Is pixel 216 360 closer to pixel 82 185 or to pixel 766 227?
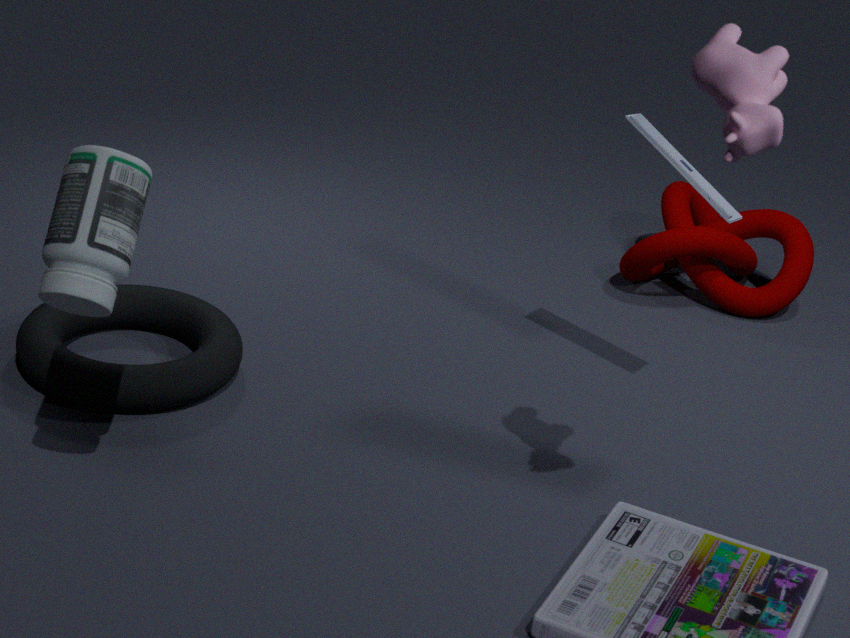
pixel 82 185
